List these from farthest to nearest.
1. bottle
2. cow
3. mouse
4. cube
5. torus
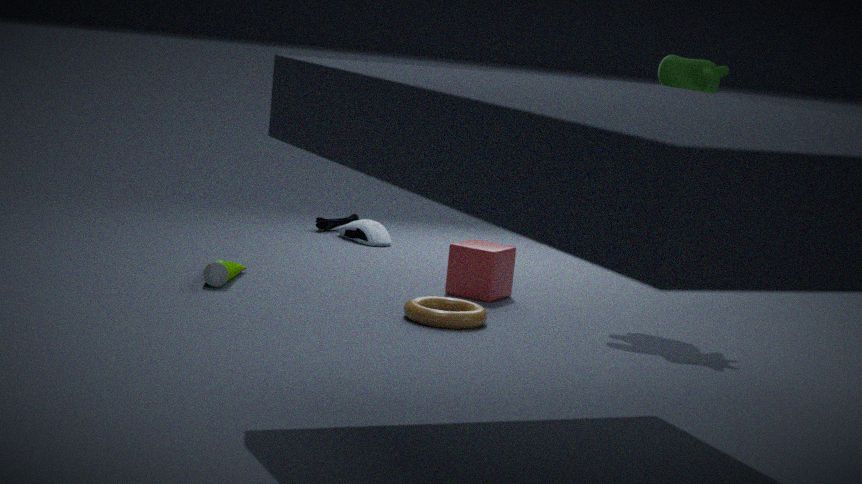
mouse < cube < bottle < cow < torus
